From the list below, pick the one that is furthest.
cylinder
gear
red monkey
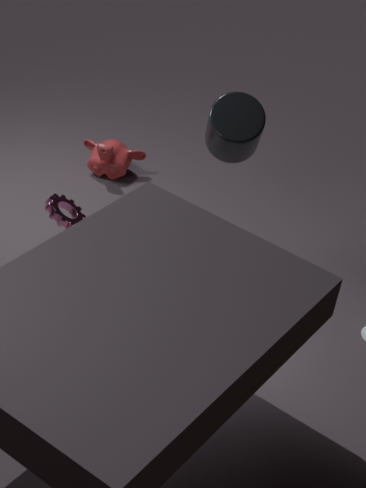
red monkey
